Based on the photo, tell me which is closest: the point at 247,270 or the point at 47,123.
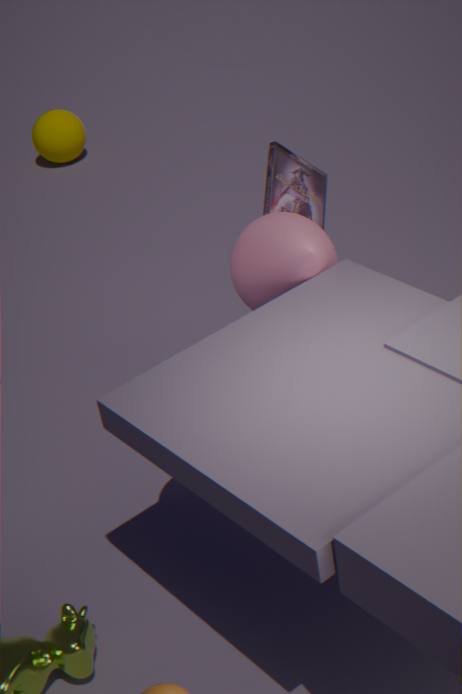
the point at 247,270
